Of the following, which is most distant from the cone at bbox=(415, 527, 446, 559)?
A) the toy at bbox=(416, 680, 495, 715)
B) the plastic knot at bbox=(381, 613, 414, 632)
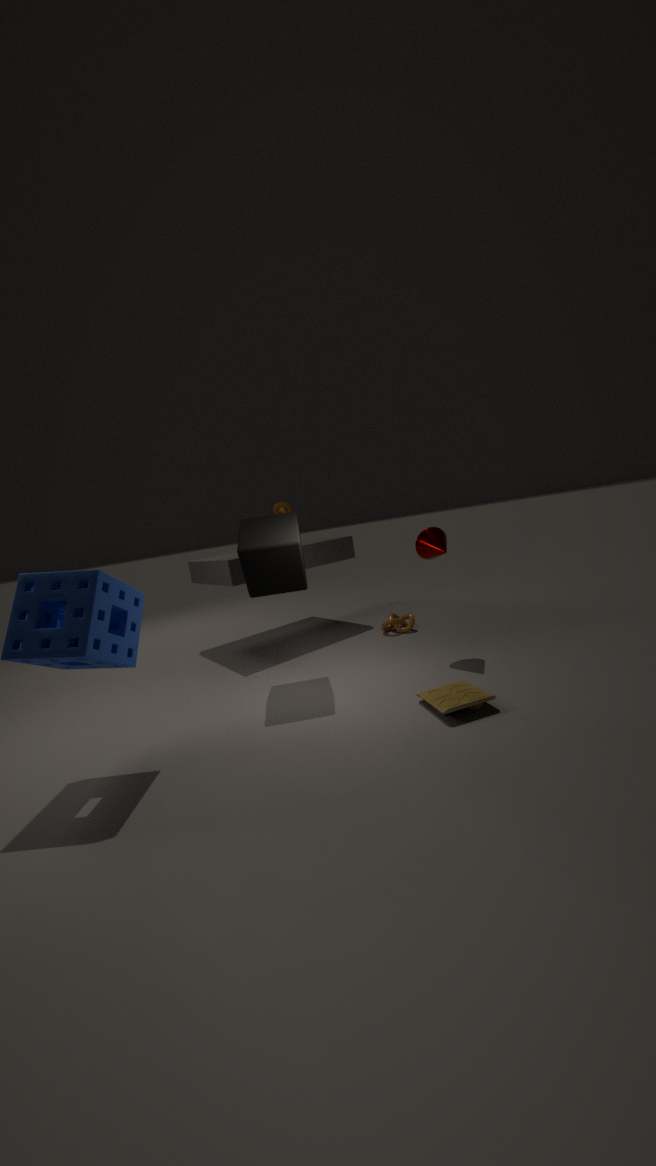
the toy at bbox=(416, 680, 495, 715)
